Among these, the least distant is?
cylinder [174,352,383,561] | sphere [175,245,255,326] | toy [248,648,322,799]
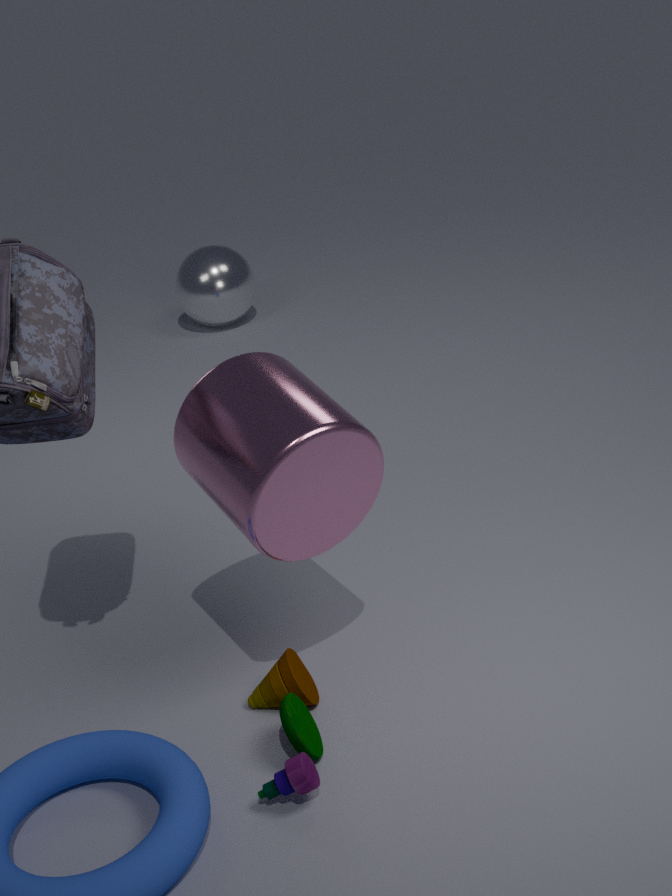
cylinder [174,352,383,561]
